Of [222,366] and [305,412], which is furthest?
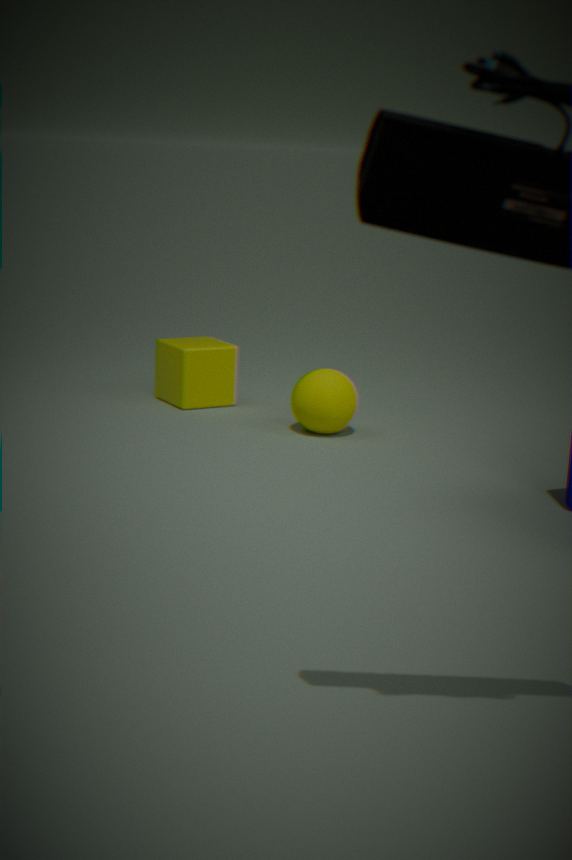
[222,366]
